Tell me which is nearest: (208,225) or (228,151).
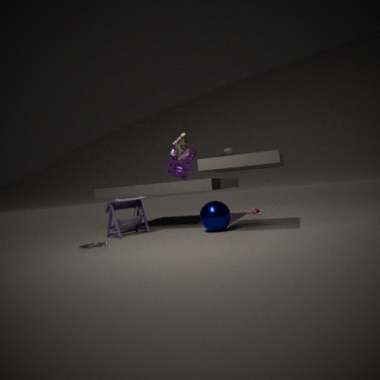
(208,225)
